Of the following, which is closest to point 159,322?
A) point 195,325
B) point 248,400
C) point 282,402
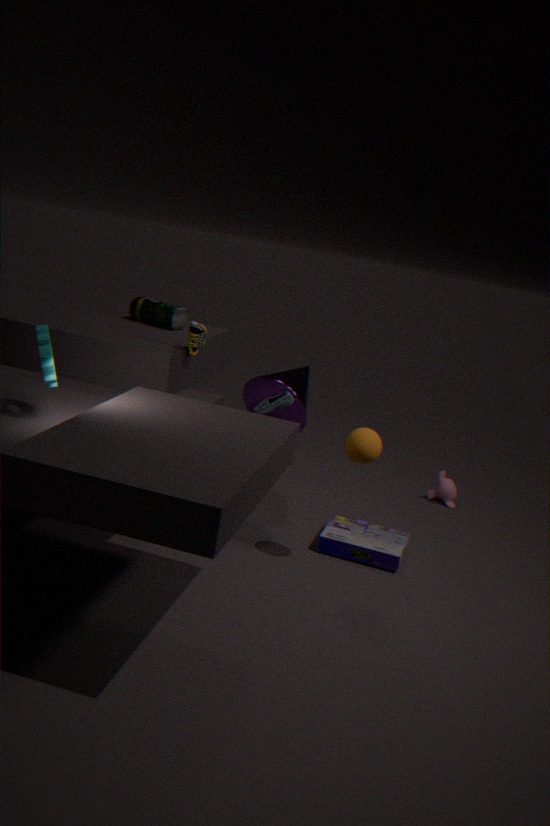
point 195,325
